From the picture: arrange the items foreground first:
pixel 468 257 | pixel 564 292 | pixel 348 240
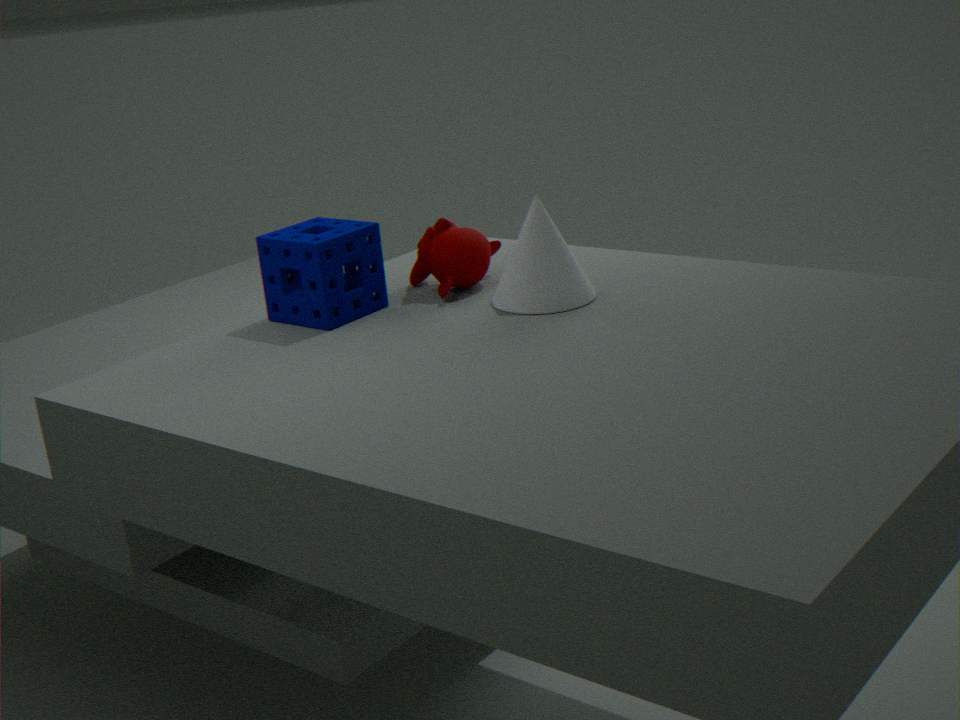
pixel 564 292
pixel 348 240
pixel 468 257
